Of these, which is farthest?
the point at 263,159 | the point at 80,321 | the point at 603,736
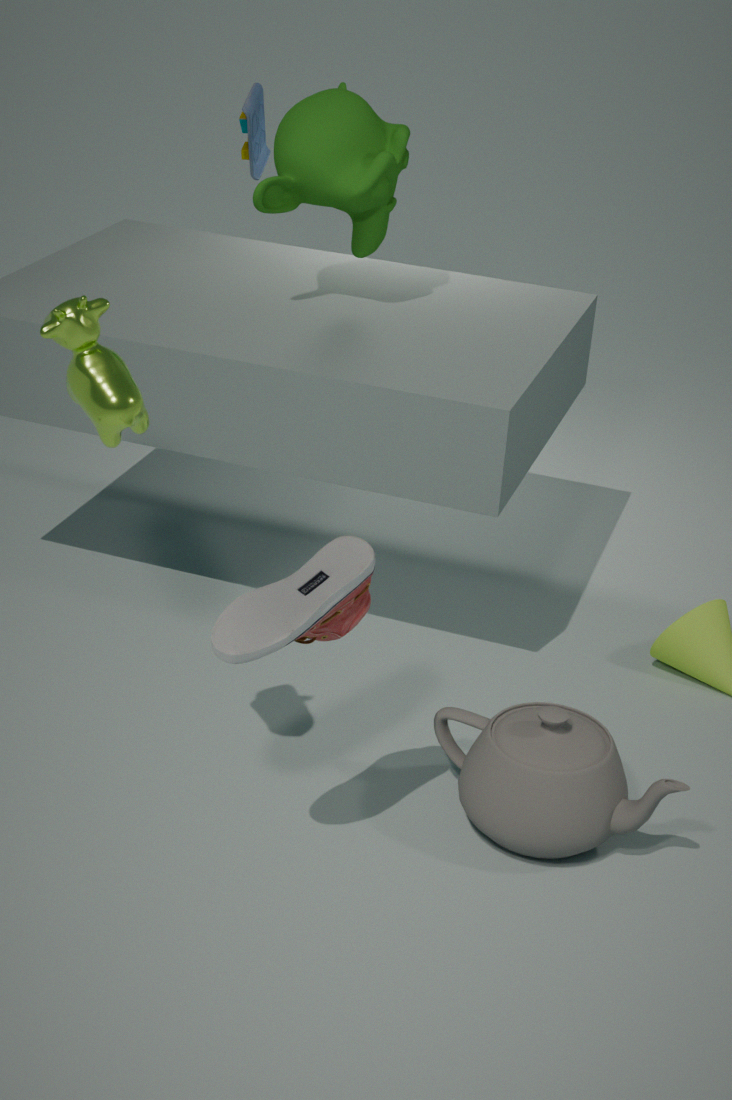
the point at 263,159
